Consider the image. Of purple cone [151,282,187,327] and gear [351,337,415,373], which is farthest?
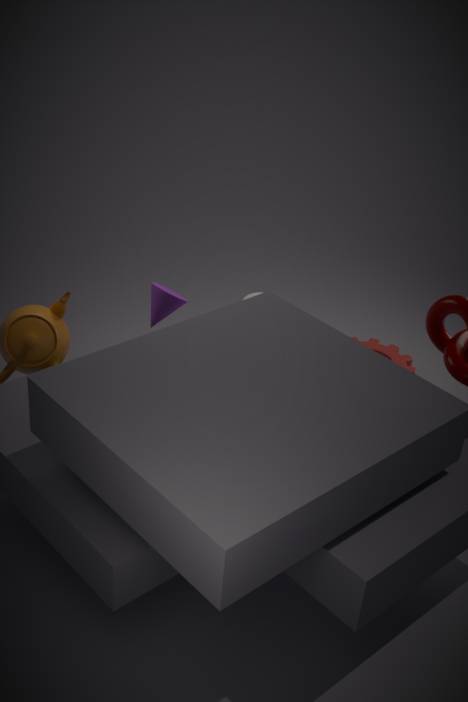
gear [351,337,415,373]
